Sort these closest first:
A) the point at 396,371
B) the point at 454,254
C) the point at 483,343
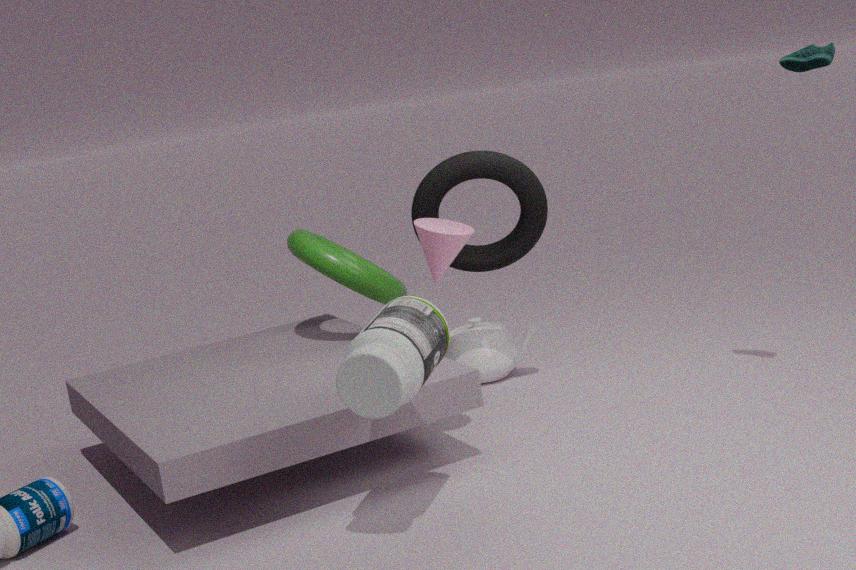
the point at 396,371 → the point at 454,254 → the point at 483,343
